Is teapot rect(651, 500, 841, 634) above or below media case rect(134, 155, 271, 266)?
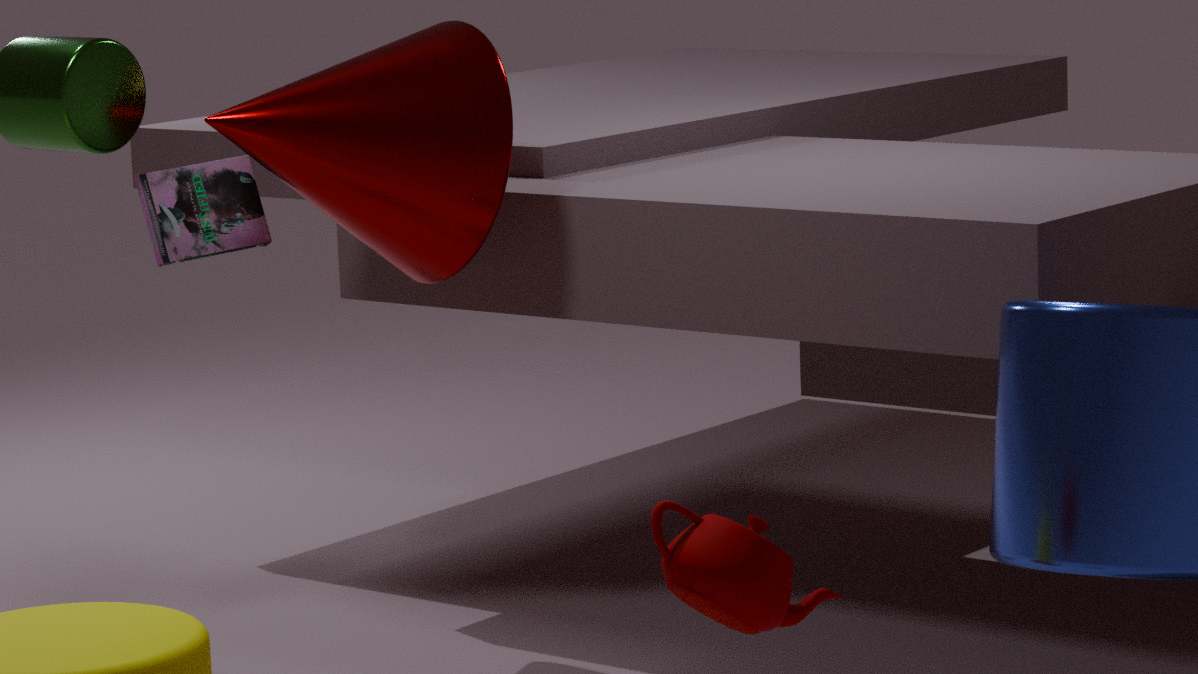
below
